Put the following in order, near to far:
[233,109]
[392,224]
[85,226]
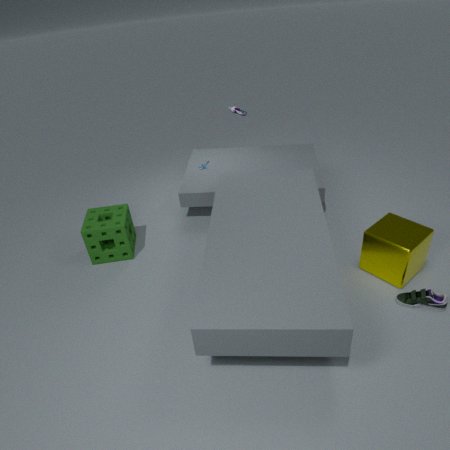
1. [392,224]
2. [85,226]
3. [233,109]
